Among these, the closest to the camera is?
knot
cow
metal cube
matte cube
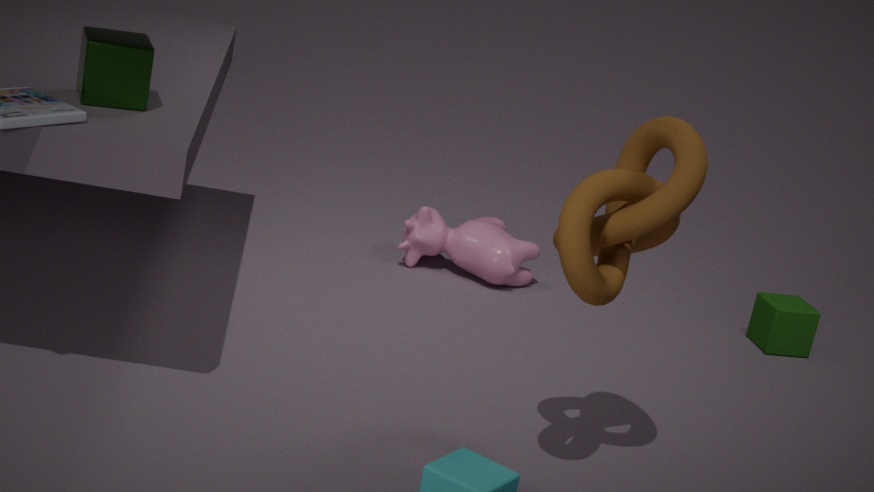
knot
